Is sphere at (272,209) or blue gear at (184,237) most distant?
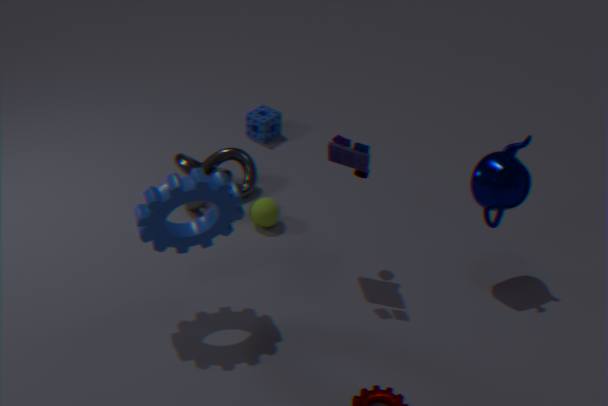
sphere at (272,209)
